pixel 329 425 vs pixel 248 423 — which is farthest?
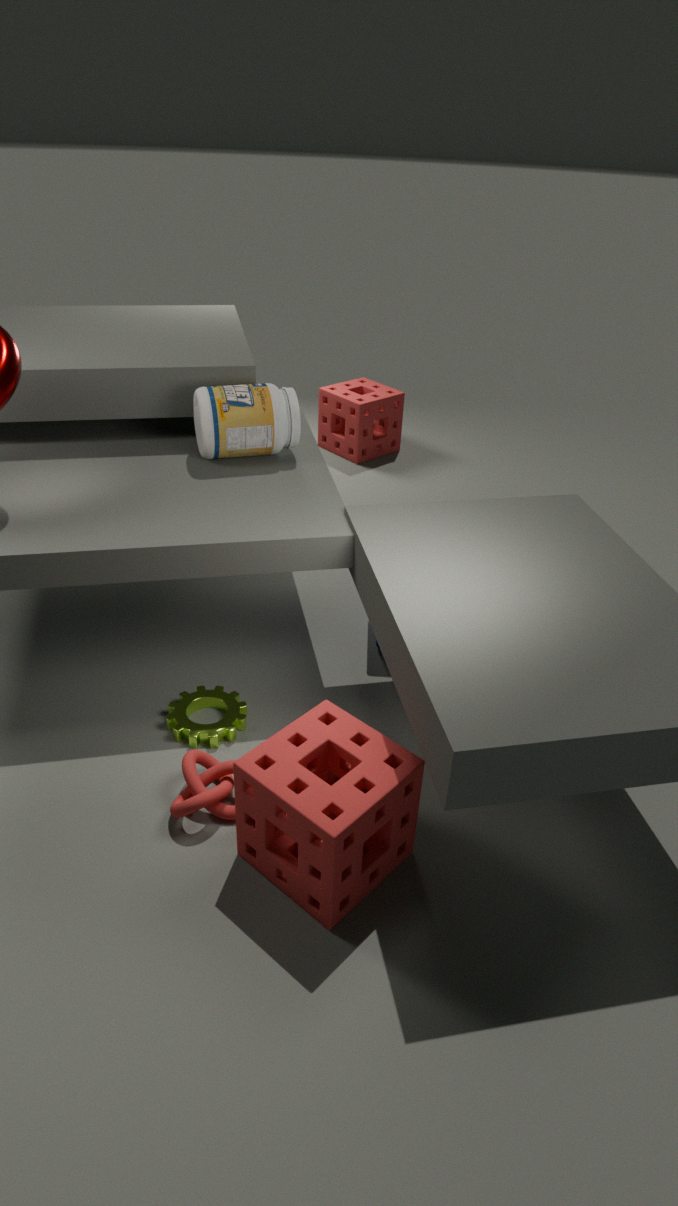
pixel 329 425
